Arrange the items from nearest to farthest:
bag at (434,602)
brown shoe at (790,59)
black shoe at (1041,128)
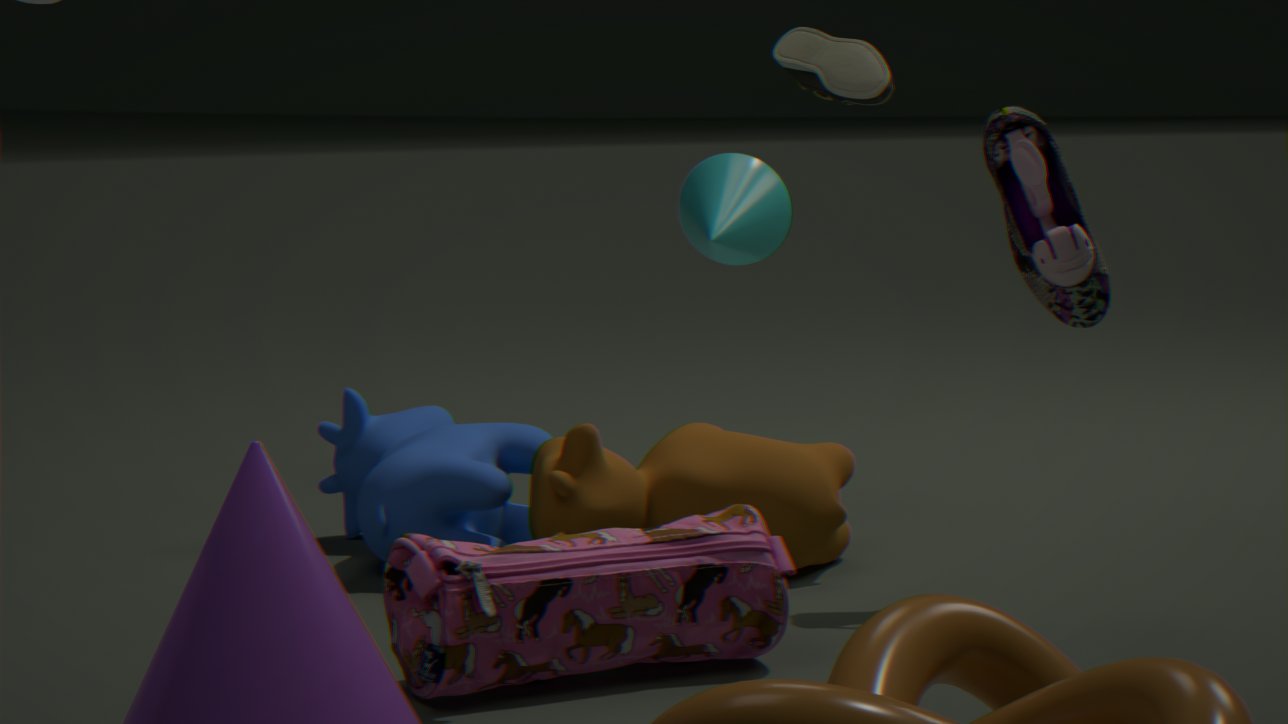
bag at (434,602) < black shoe at (1041,128) < brown shoe at (790,59)
